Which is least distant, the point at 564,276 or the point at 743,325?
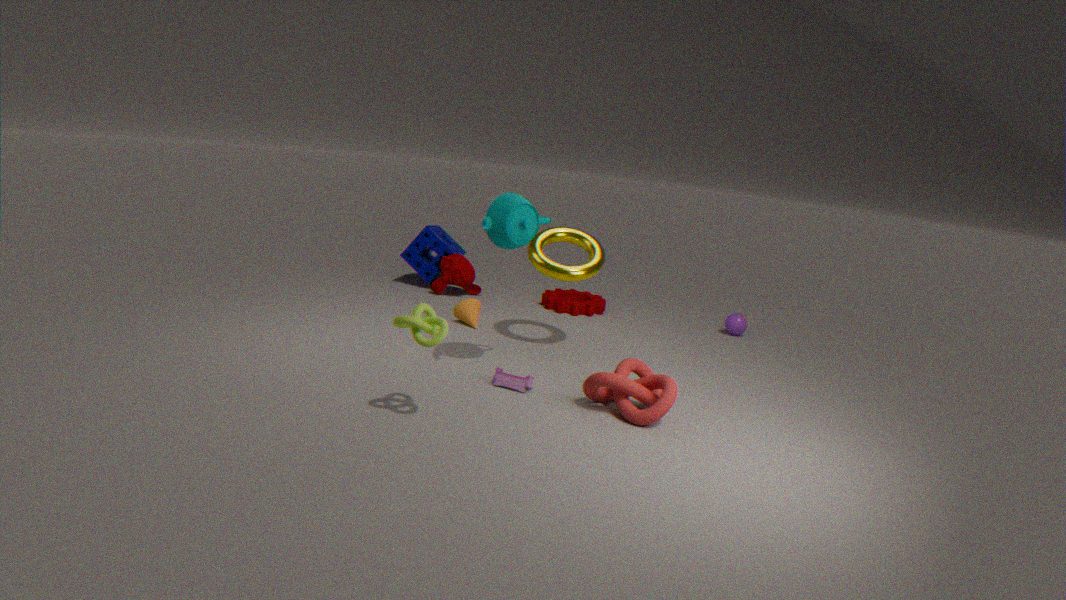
the point at 564,276
